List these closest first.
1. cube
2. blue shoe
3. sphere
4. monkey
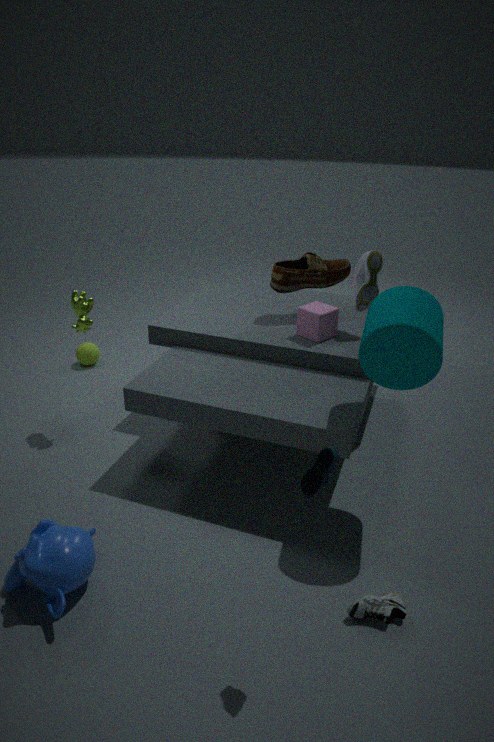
blue shoe
monkey
cube
sphere
